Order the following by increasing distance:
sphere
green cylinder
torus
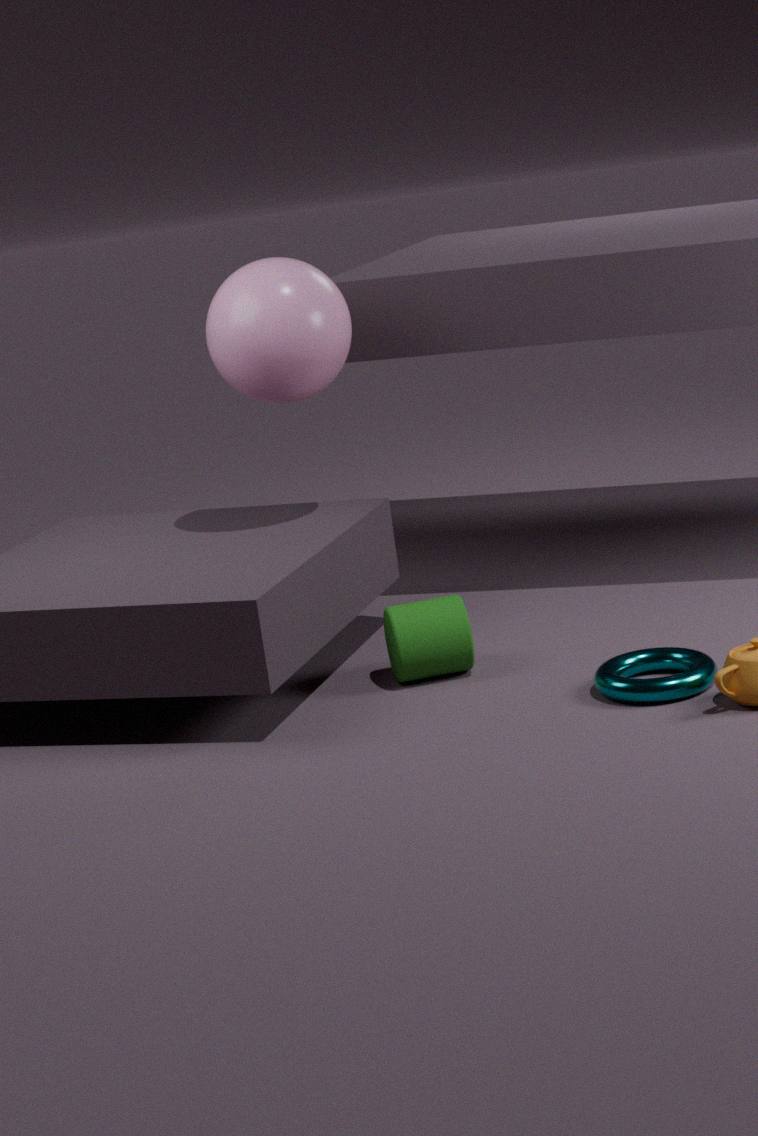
torus < green cylinder < sphere
